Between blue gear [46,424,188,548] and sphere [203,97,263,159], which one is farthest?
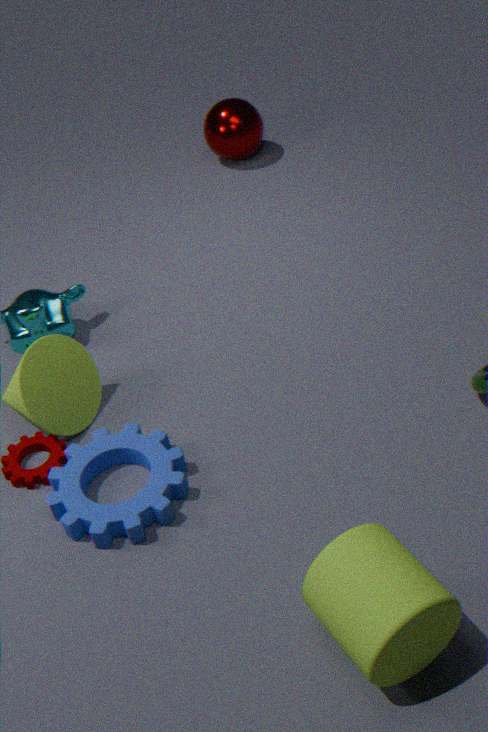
sphere [203,97,263,159]
